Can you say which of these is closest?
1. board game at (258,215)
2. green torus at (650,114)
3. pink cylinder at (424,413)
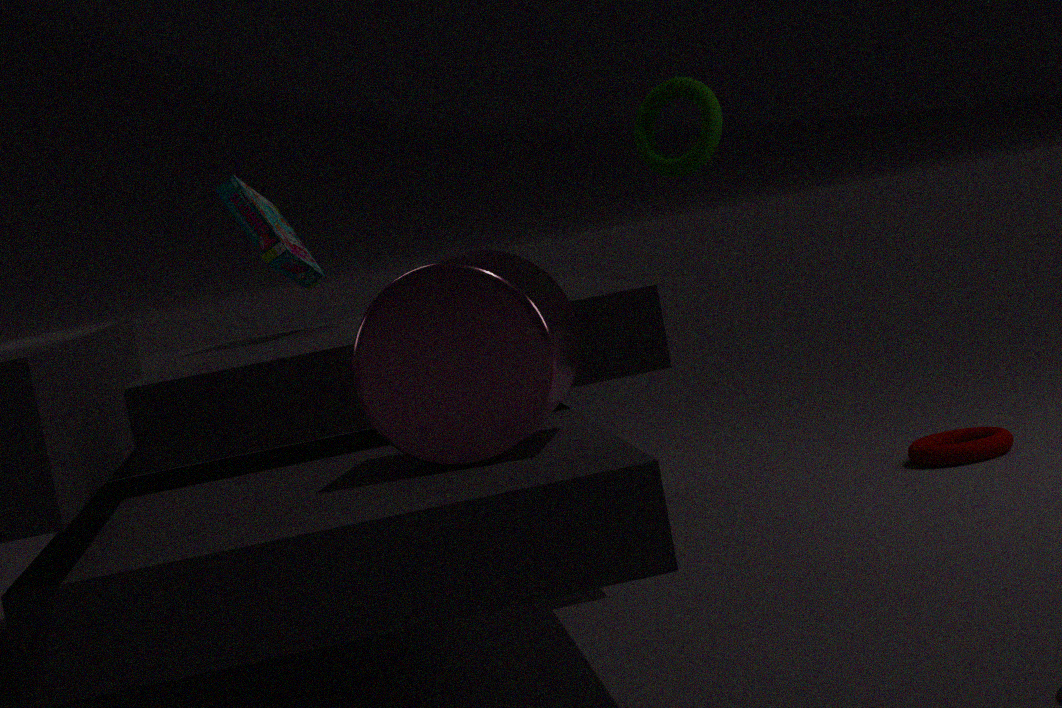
pink cylinder at (424,413)
